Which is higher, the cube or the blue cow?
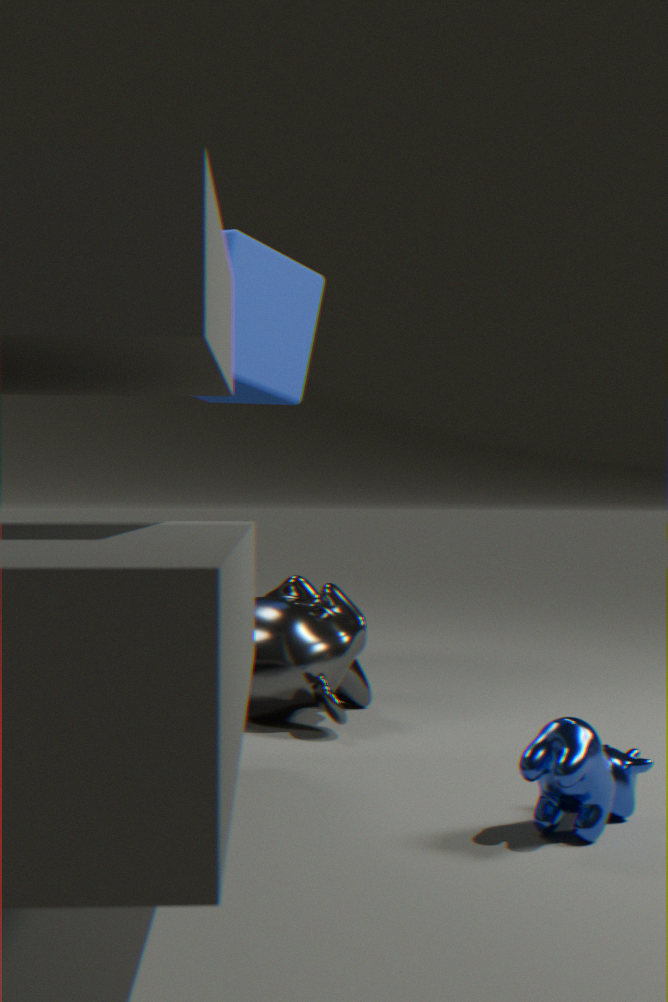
the cube
